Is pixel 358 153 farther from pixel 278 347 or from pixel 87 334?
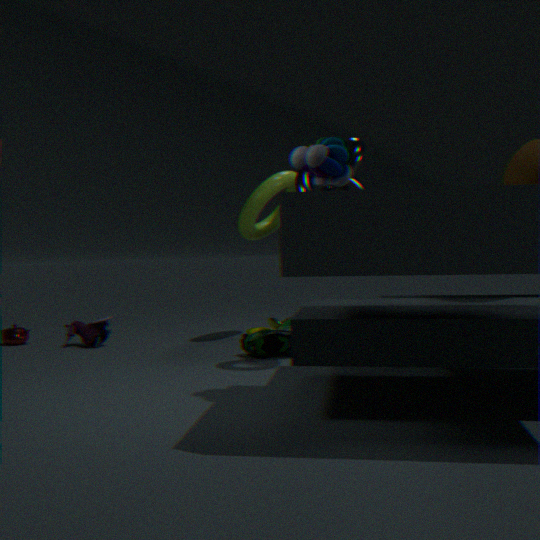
pixel 87 334
